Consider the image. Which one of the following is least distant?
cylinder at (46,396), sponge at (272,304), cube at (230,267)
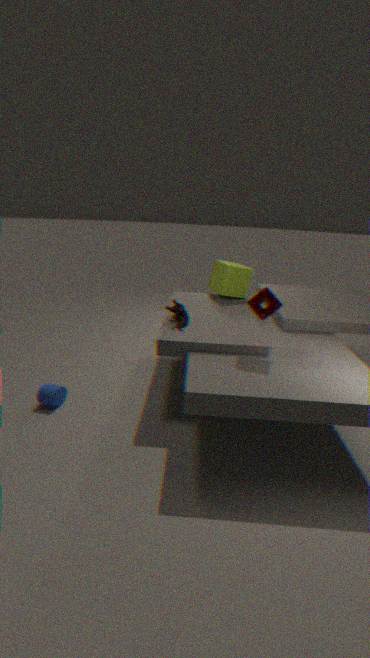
sponge at (272,304)
